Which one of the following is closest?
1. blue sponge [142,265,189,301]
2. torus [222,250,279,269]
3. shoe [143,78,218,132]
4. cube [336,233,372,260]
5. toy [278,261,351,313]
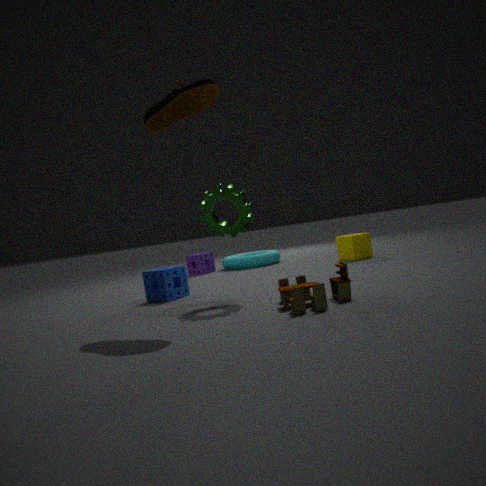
toy [278,261,351,313]
